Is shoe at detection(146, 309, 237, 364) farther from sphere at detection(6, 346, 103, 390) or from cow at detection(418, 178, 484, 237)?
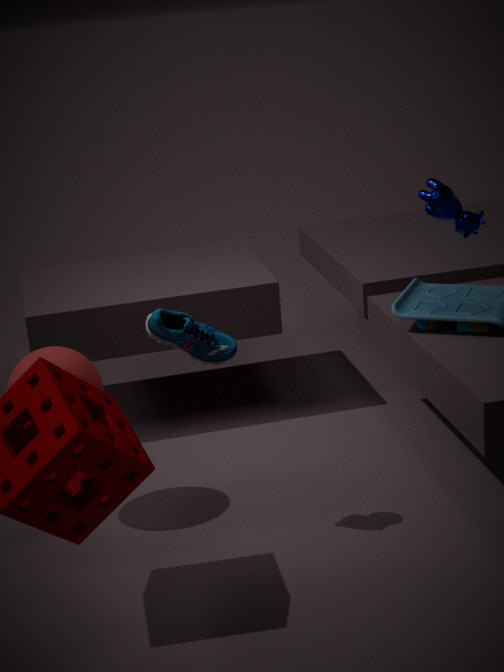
cow at detection(418, 178, 484, 237)
